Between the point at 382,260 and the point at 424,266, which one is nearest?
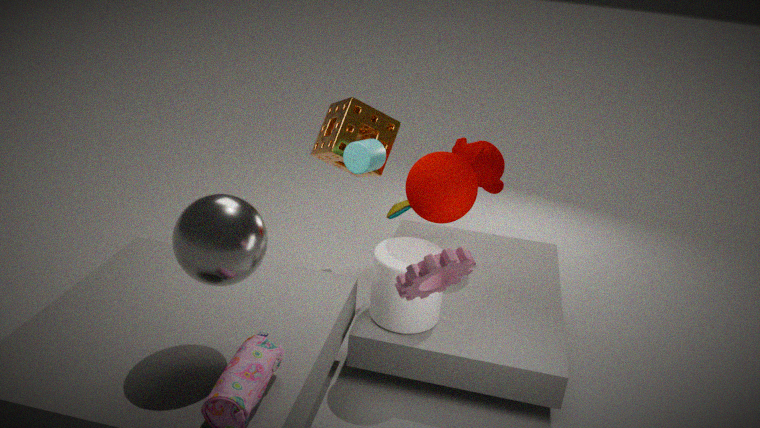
the point at 424,266
